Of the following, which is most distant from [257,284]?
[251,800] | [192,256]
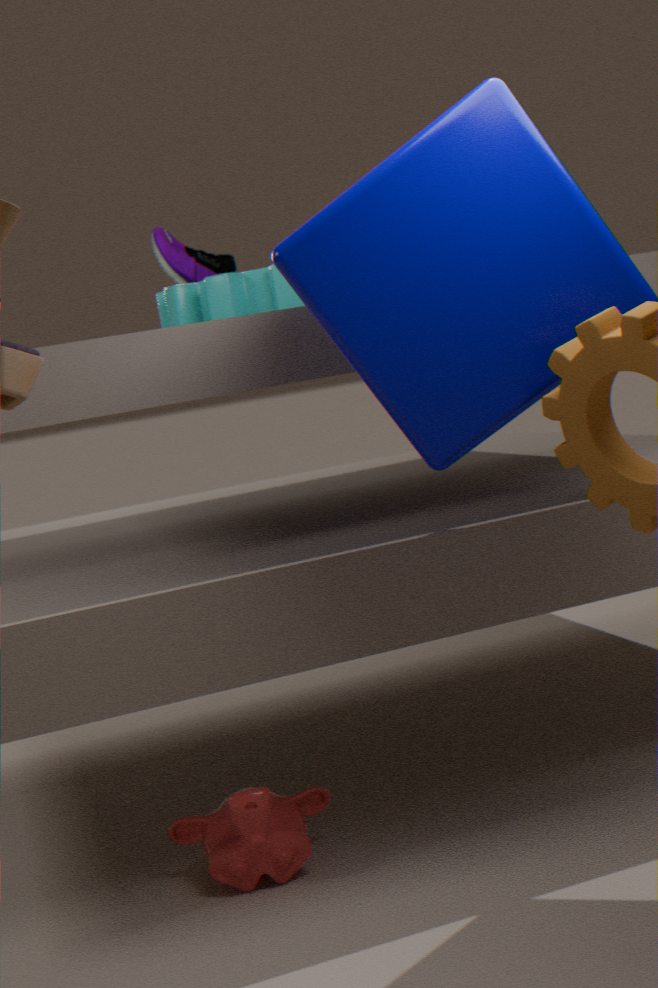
[251,800]
